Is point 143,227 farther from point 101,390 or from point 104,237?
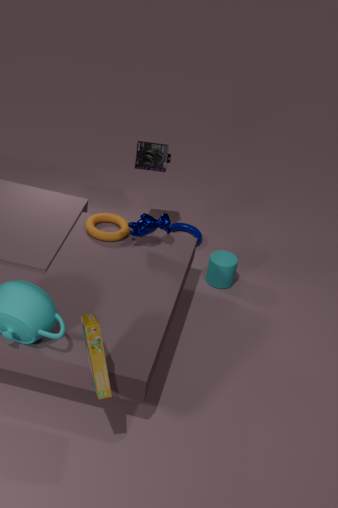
point 101,390
